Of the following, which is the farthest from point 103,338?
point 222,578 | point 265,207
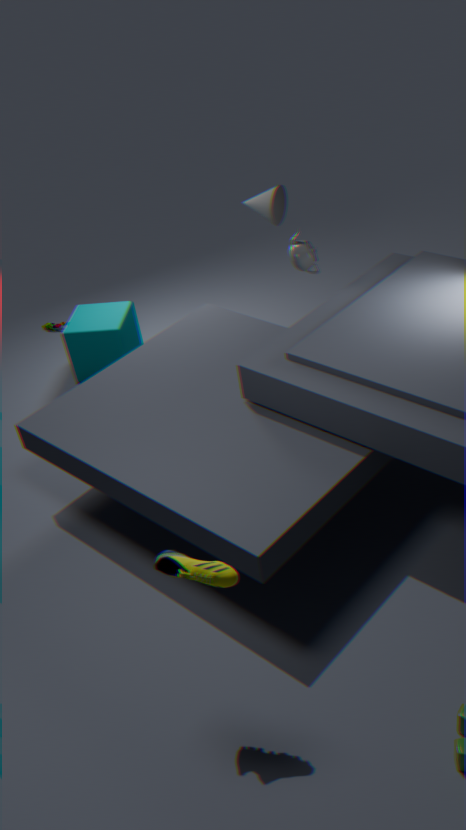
point 222,578
